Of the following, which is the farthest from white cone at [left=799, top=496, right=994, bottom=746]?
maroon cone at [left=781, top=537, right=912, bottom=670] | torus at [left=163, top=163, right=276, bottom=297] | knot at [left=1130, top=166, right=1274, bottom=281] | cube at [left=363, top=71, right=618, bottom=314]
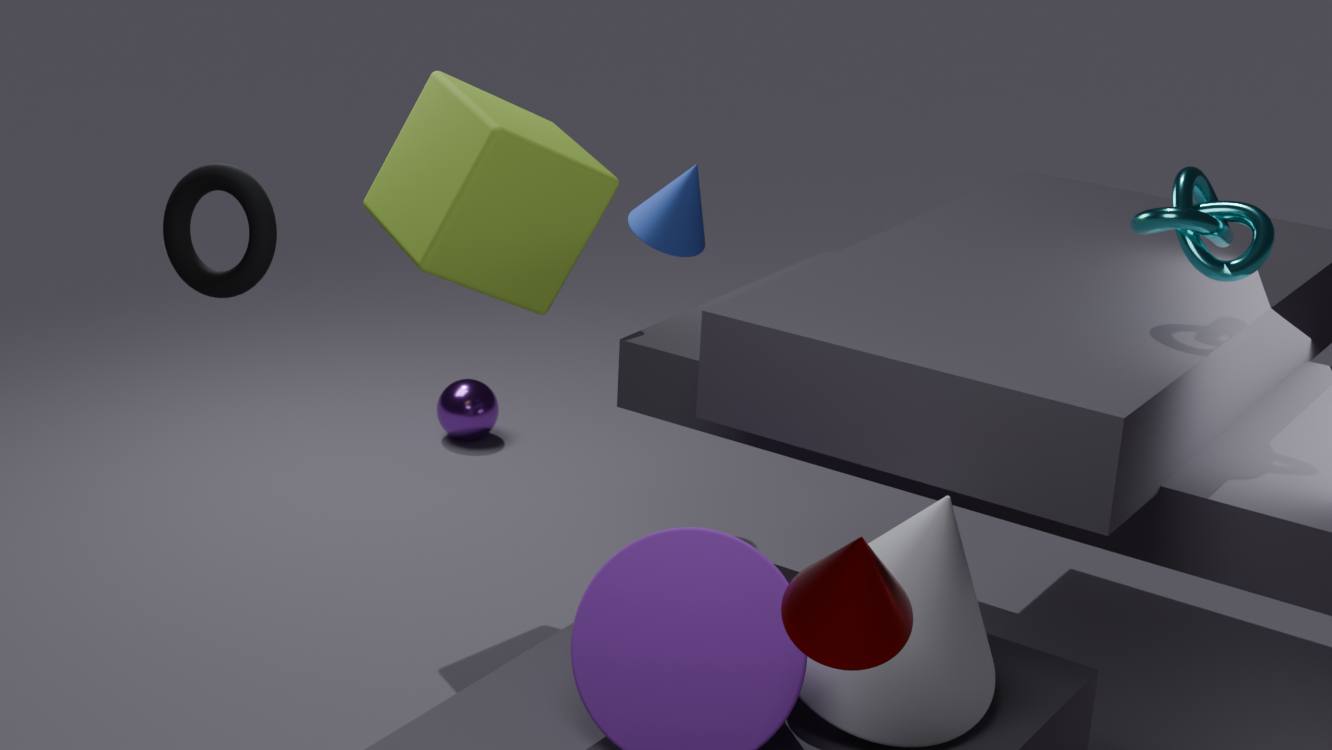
torus at [left=163, top=163, right=276, bottom=297]
